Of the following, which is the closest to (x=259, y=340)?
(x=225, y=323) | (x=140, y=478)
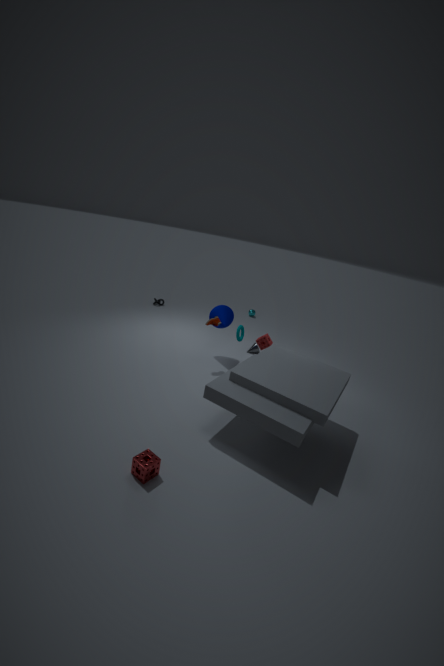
(x=225, y=323)
